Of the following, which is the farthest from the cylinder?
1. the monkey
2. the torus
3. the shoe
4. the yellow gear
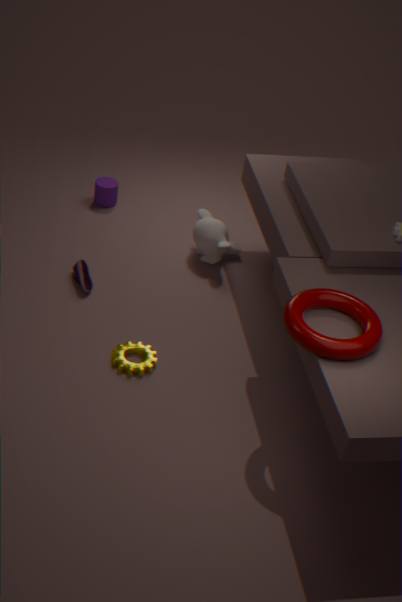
the torus
